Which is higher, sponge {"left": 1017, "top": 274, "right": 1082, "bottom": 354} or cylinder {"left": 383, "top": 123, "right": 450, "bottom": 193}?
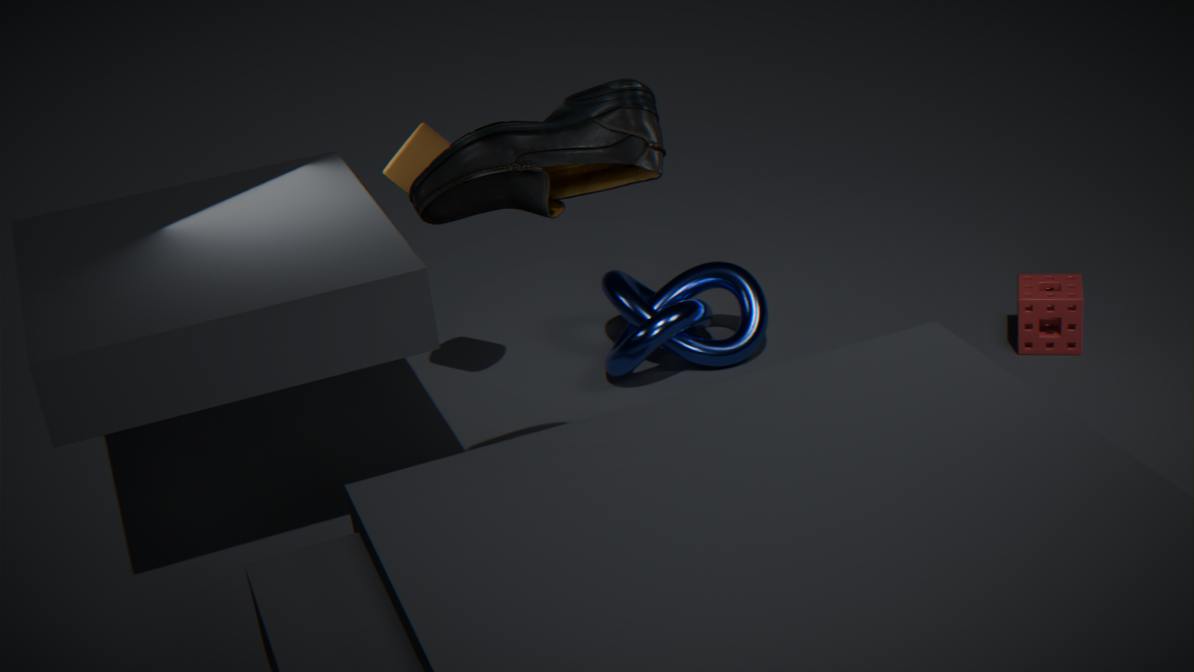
cylinder {"left": 383, "top": 123, "right": 450, "bottom": 193}
